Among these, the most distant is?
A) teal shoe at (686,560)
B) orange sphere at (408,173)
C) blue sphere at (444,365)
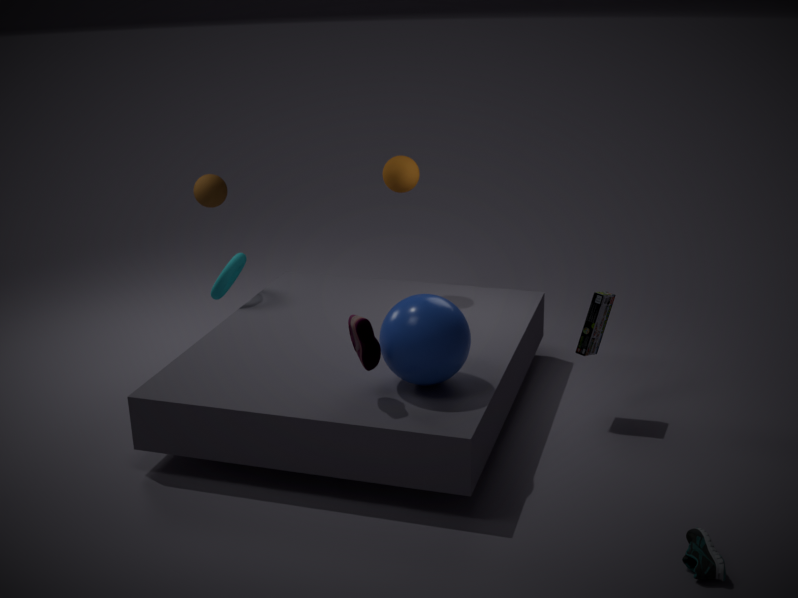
orange sphere at (408,173)
